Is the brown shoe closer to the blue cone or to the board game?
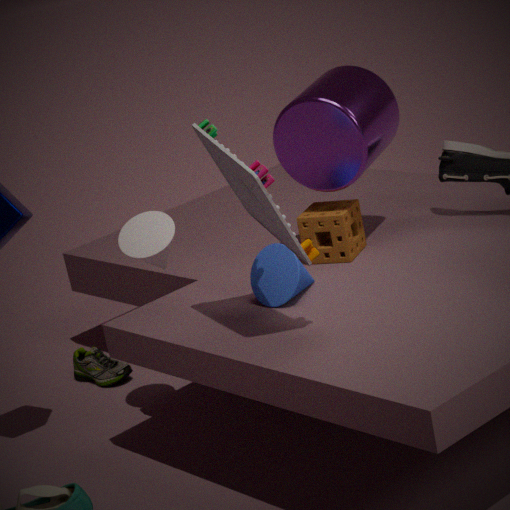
the blue cone
